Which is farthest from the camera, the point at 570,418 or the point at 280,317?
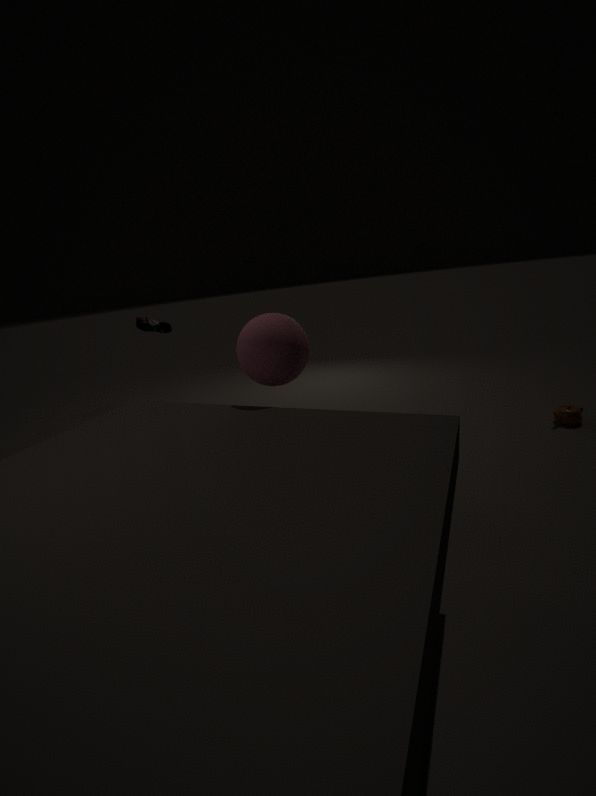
the point at 570,418
